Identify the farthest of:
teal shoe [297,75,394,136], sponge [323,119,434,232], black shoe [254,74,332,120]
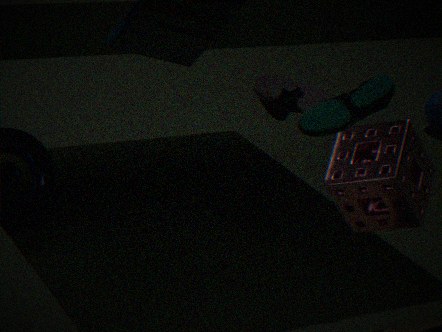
black shoe [254,74,332,120]
